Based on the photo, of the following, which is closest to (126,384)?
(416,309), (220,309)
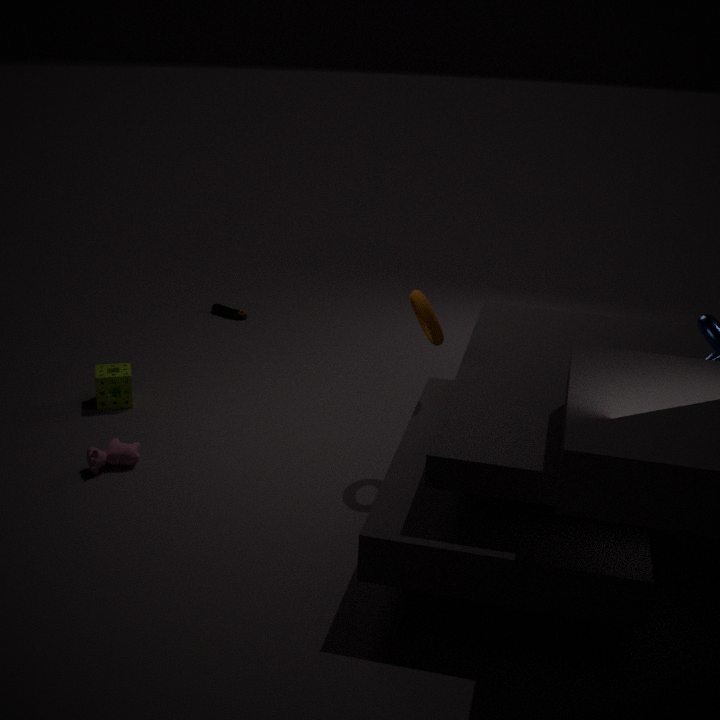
(220,309)
